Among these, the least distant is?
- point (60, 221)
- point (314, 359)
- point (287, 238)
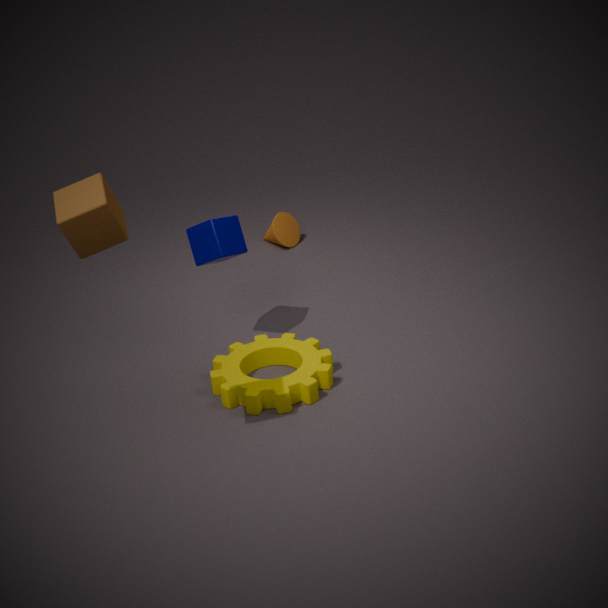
point (60, 221)
